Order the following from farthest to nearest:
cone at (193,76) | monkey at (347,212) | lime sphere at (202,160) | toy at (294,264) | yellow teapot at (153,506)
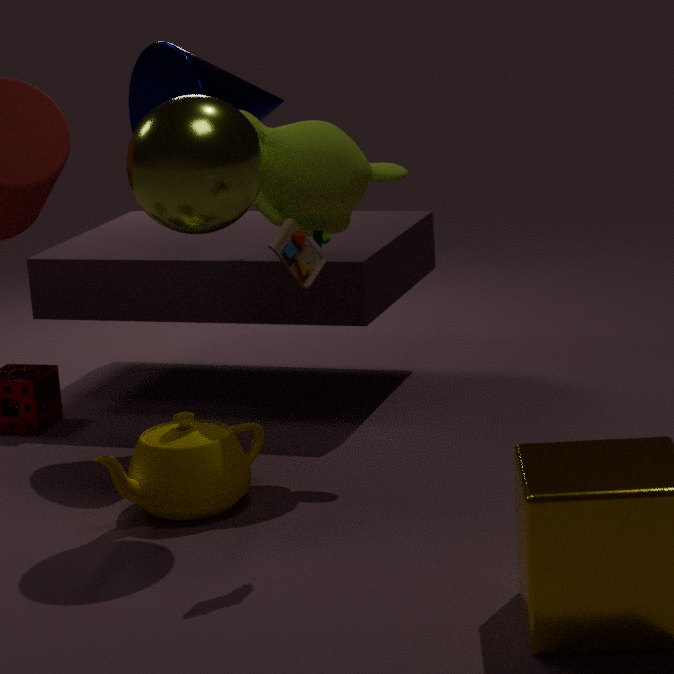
1. cone at (193,76)
2. monkey at (347,212)
3. yellow teapot at (153,506)
4. lime sphere at (202,160)
5. toy at (294,264)
